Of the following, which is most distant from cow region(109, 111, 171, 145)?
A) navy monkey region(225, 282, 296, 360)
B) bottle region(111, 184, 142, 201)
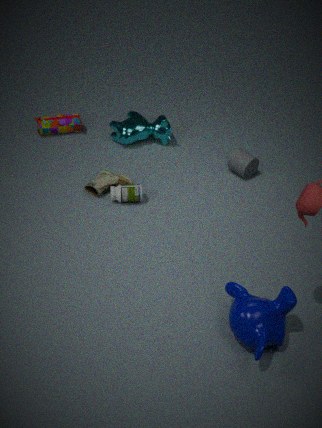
navy monkey region(225, 282, 296, 360)
